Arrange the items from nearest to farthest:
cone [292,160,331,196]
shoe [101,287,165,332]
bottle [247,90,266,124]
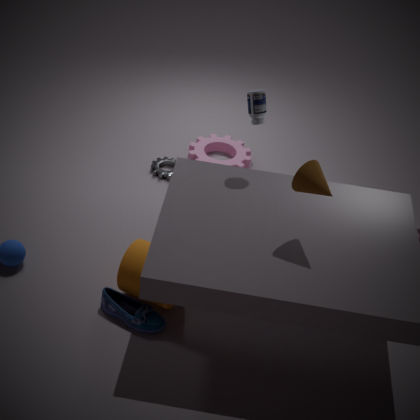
cone [292,160,331,196]
shoe [101,287,165,332]
bottle [247,90,266,124]
